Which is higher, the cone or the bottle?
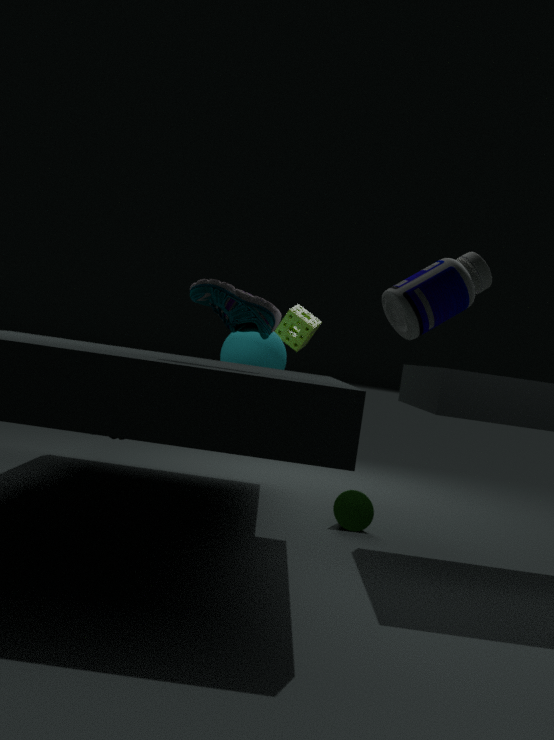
the bottle
